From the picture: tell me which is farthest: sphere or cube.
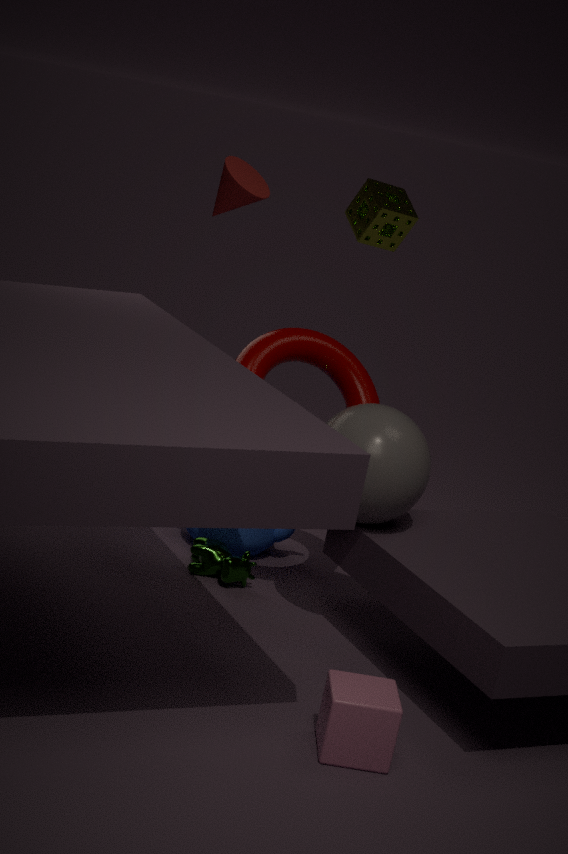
sphere
